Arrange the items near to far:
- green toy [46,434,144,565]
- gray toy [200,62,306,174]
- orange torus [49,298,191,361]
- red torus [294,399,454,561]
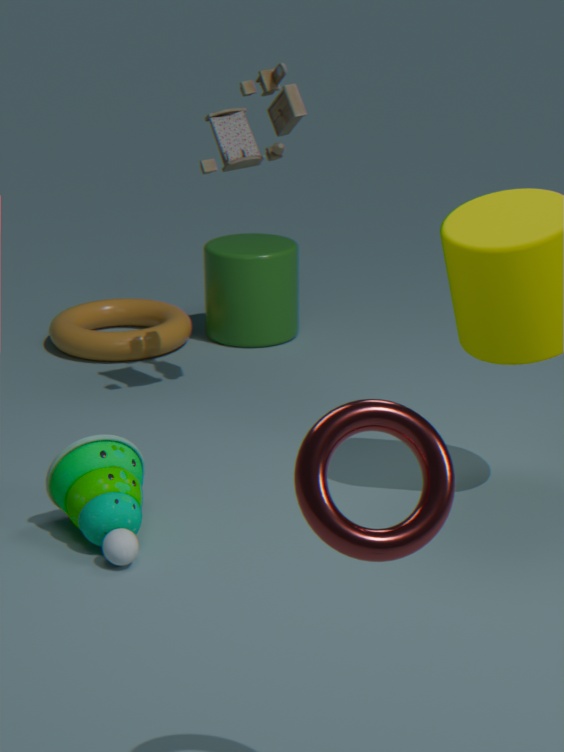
red torus [294,399,454,561], green toy [46,434,144,565], gray toy [200,62,306,174], orange torus [49,298,191,361]
